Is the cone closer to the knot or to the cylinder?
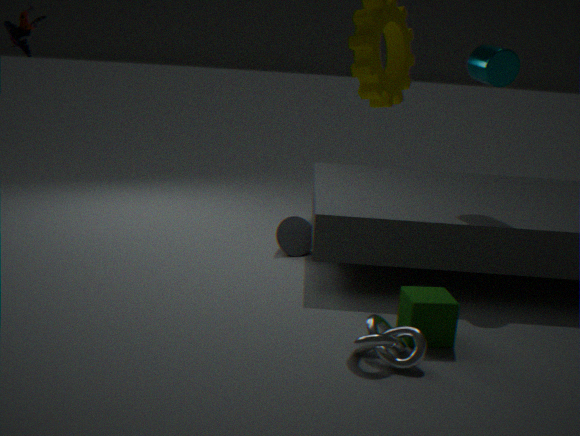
the knot
